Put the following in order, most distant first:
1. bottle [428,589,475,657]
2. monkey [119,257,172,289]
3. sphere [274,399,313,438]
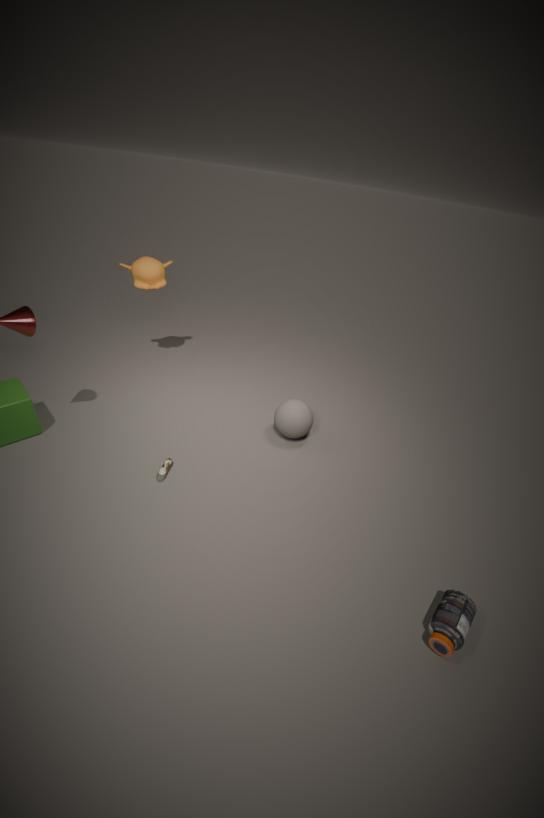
monkey [119,257,172,289] → sphere [274,399,313,438] → bottle [428,589,475,657]
